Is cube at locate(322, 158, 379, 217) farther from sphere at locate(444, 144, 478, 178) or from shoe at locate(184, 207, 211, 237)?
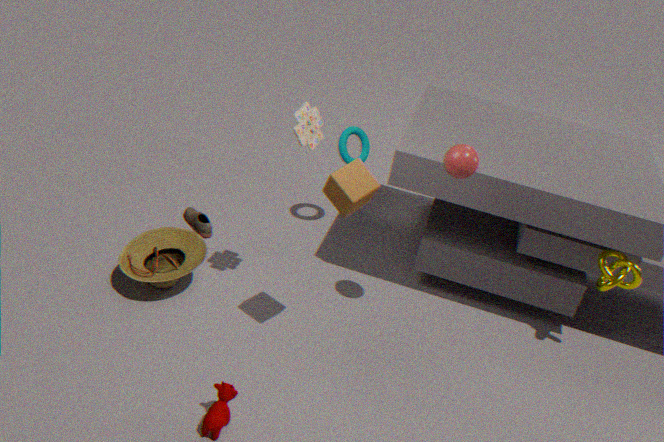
shoe at locate(184, 207, 211, 237)
